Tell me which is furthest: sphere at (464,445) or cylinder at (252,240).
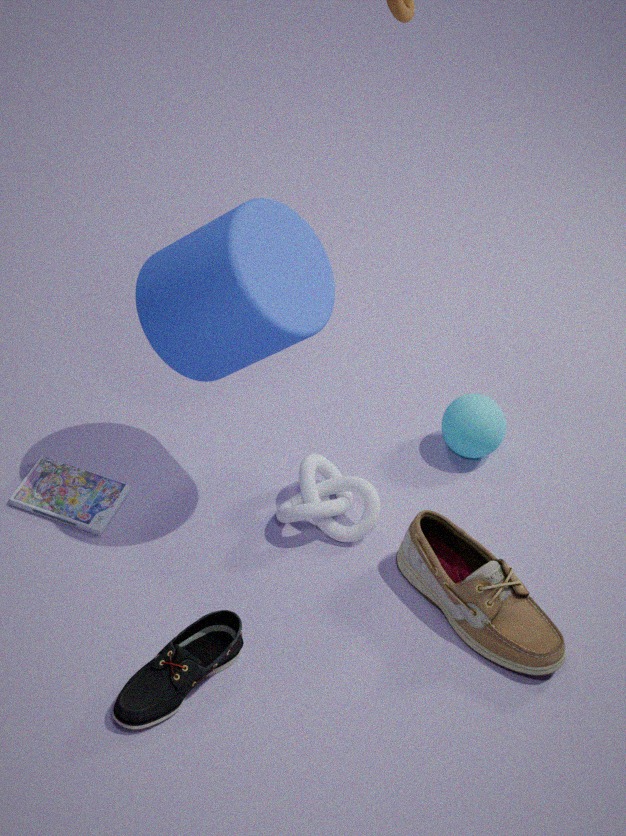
sphere at (464,445)
